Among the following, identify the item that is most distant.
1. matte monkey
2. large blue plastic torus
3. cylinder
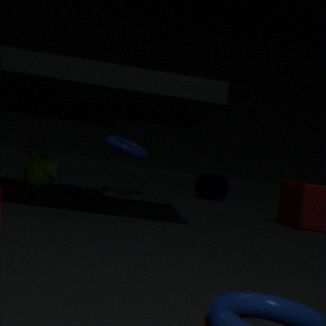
cylinder
